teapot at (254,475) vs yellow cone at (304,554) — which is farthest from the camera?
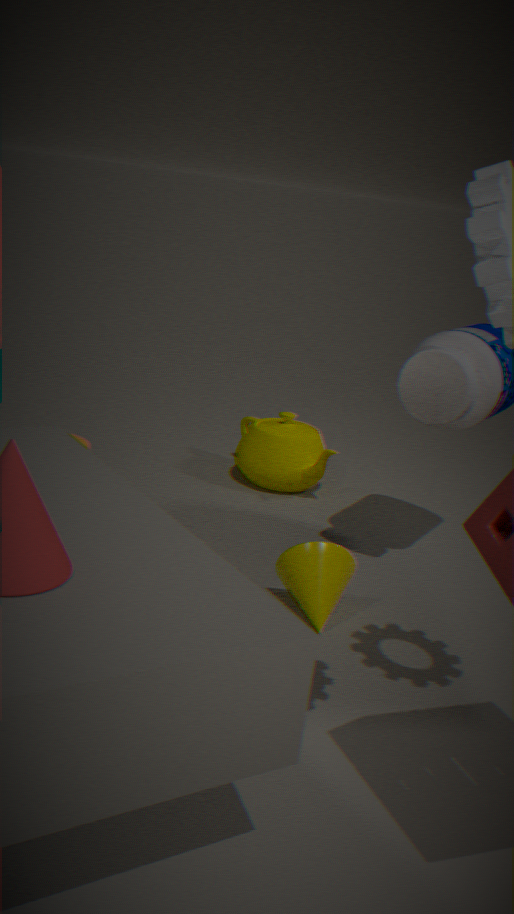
teapot at (254,475)
